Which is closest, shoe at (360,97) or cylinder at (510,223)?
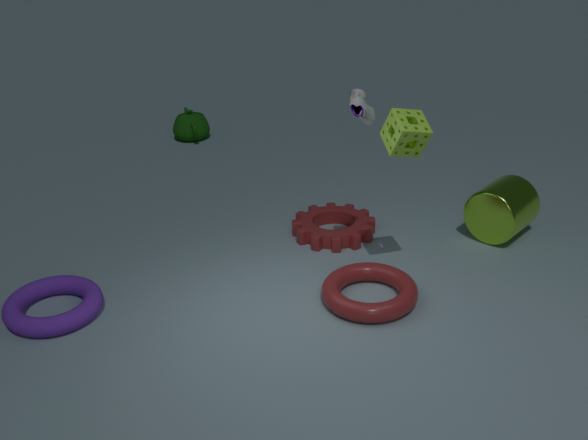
shoe at (360,97)
